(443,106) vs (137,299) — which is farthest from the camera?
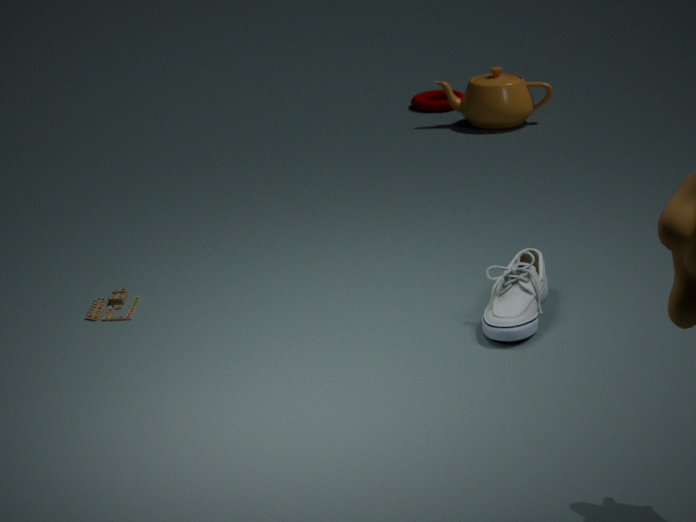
(443,106)
